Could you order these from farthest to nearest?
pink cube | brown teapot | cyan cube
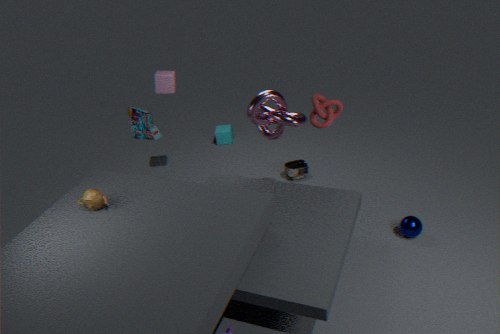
cyan cube, pink cube, brown teapot
